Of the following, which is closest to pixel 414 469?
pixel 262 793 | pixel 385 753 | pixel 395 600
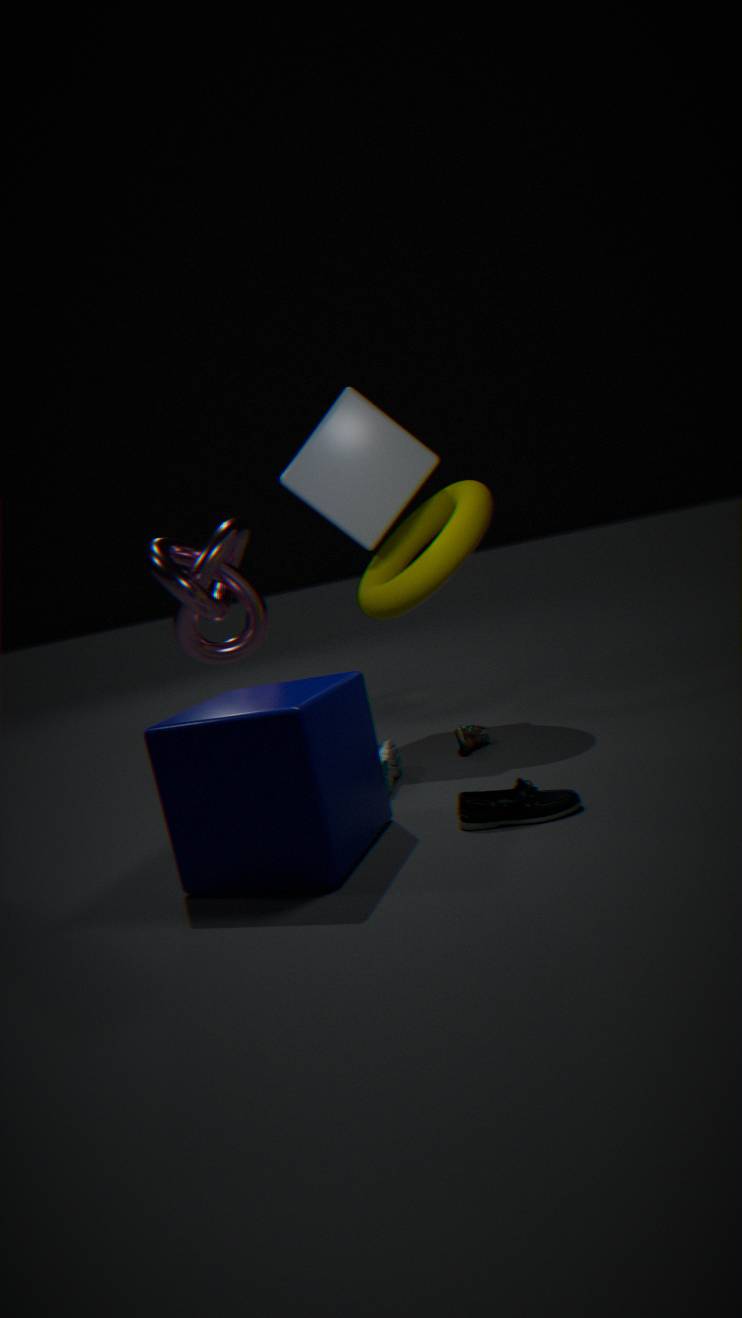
pixel 395 600
